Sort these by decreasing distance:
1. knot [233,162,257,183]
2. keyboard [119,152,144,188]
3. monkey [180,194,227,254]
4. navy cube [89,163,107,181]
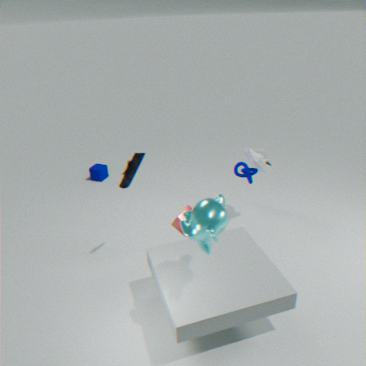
navy cube [89,163,107,181], knot [233,162,257,183], keyboard [119,152,144,188], monkey [180,194,227,254]
